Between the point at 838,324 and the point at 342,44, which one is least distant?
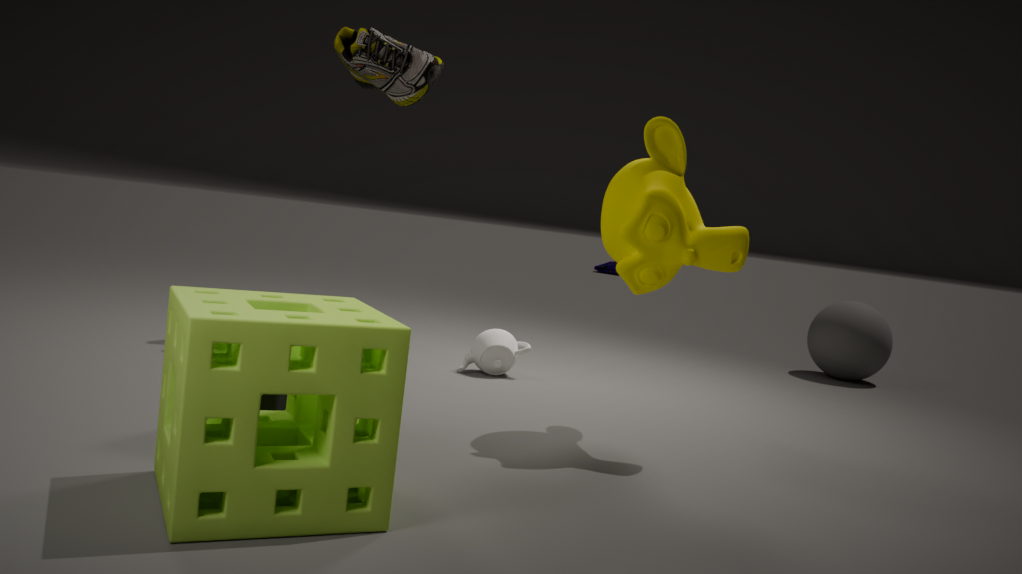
the point at 342,44
